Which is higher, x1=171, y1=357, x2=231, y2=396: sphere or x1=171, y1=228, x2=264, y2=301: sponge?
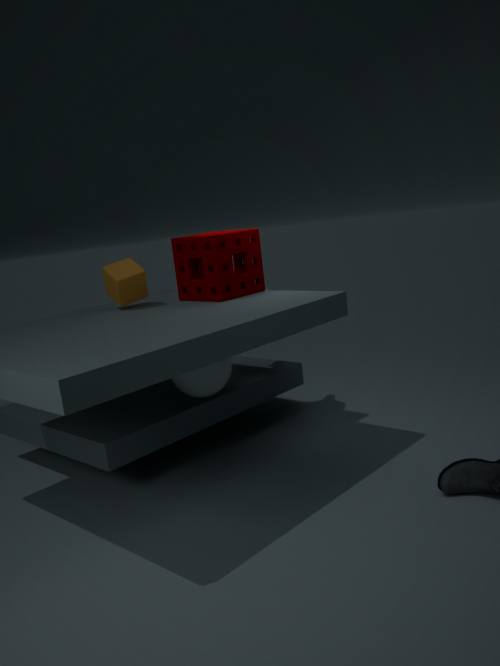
x1=171, y1=228, x2=264, y2=301: sponge
